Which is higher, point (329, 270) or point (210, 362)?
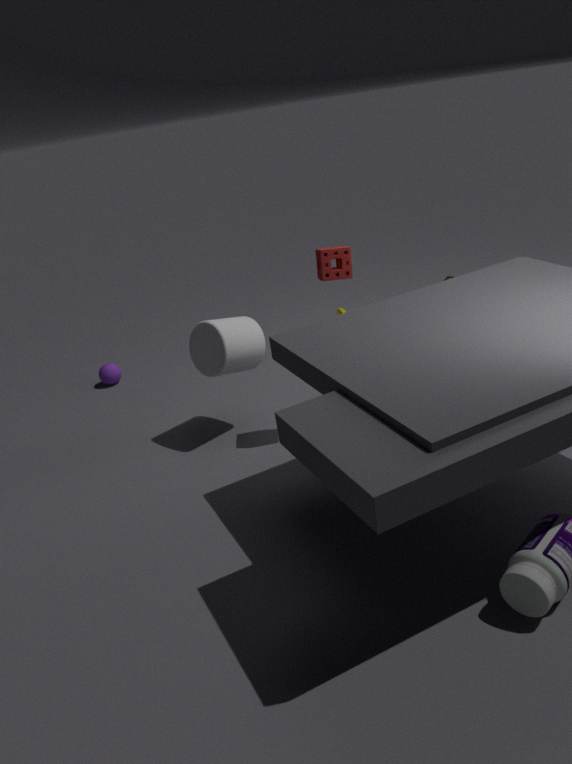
point (329, 270)
